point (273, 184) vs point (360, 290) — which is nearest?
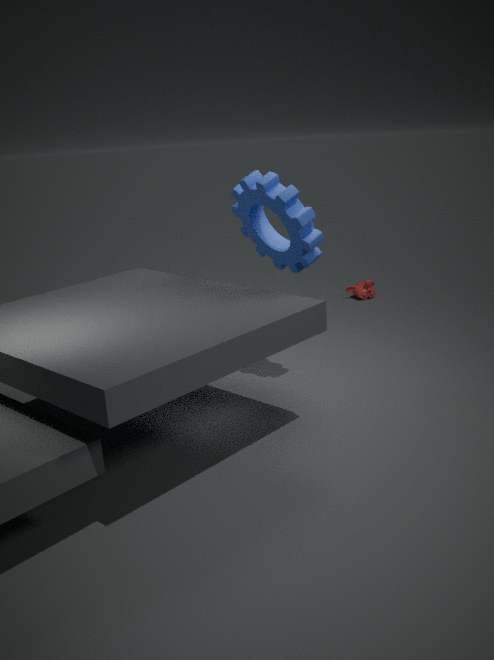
point (273, 184)
